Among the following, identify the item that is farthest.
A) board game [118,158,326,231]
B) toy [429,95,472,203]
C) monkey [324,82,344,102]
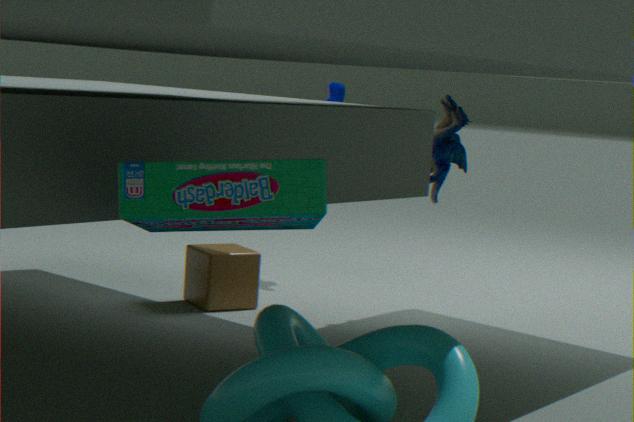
monkey [324,82,344,102]
